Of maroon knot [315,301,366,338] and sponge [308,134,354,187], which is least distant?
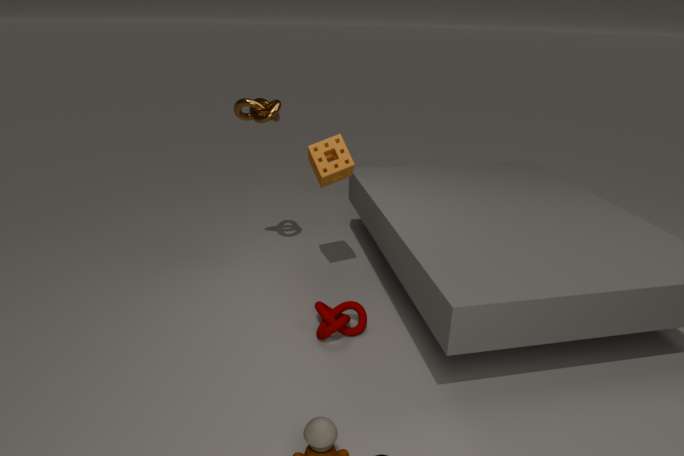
maroon knot [315,301,366,338]
